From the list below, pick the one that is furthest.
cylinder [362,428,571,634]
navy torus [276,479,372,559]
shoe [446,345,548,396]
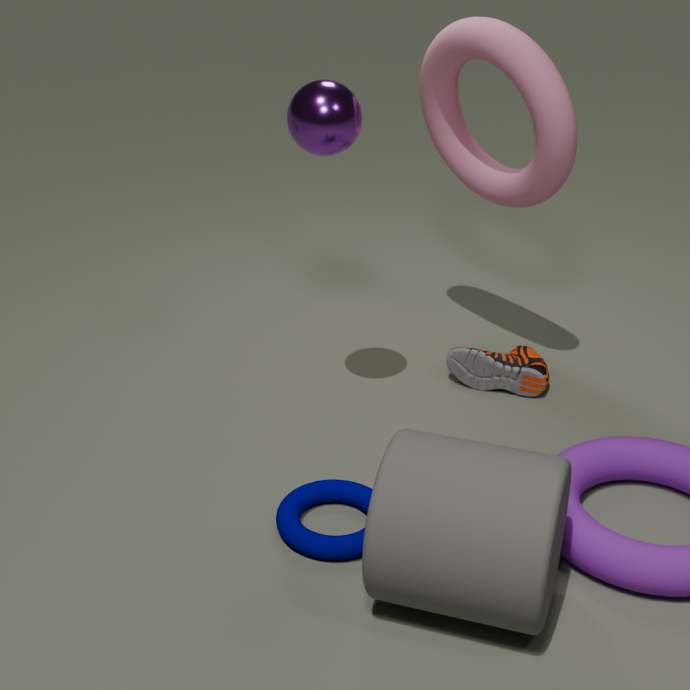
shoe [446,345,548,396]
